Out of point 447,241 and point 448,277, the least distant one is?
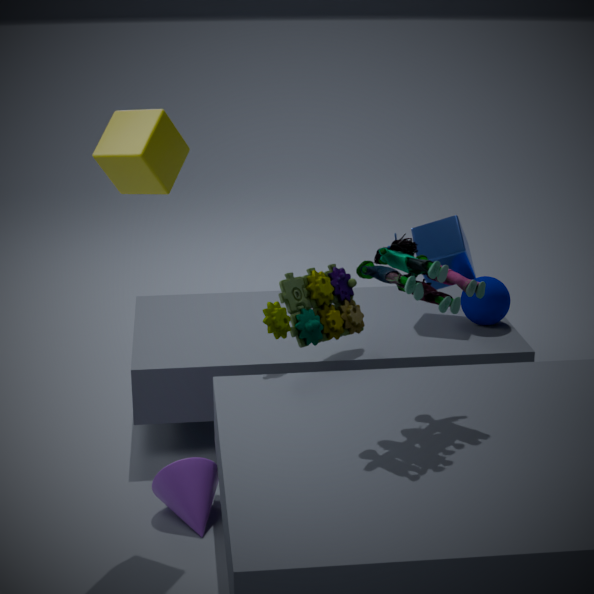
point 448,277
